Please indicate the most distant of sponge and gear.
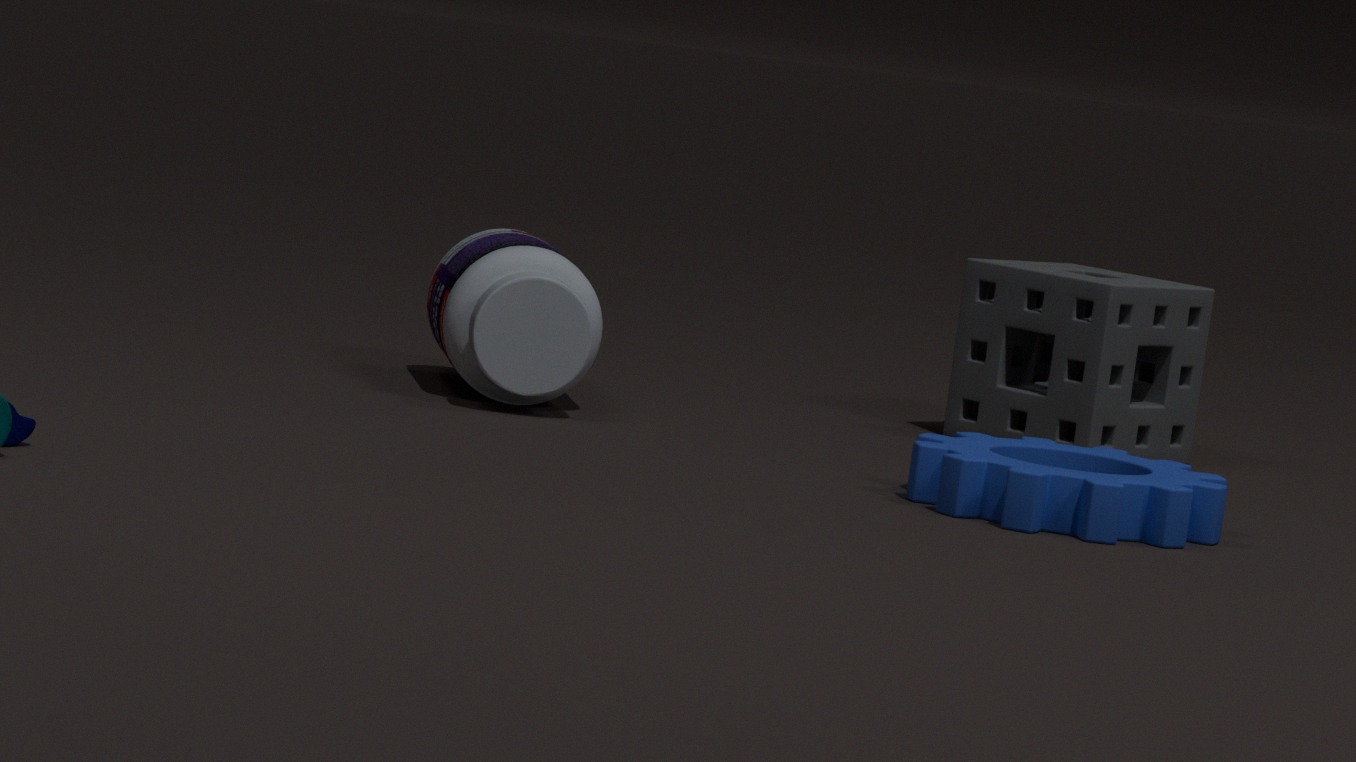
sponge
